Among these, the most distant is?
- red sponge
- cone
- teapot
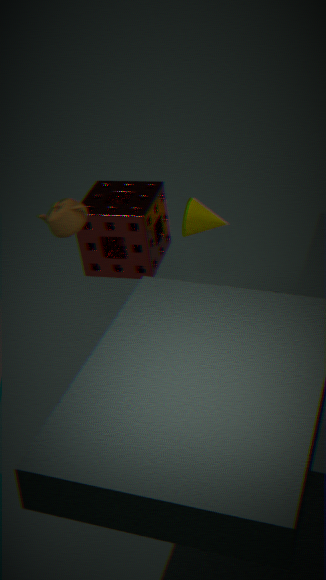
cone
